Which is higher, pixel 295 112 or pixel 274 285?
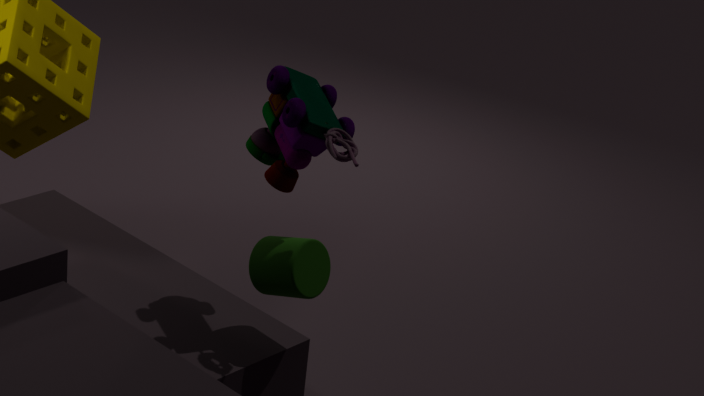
pixel 295 112
